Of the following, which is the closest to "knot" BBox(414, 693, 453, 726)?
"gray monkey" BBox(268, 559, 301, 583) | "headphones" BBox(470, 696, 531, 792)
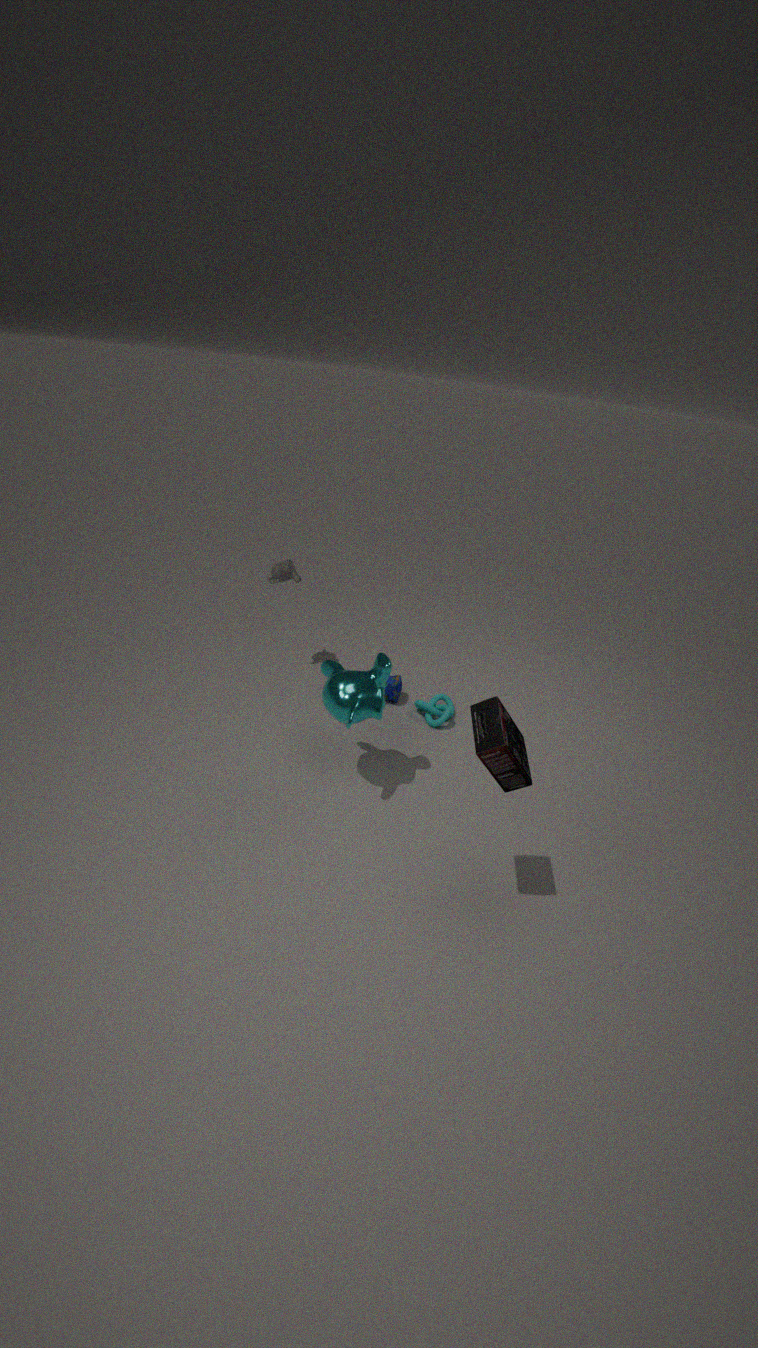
"gray monkey" BBox(268, 559, 301, 583)
